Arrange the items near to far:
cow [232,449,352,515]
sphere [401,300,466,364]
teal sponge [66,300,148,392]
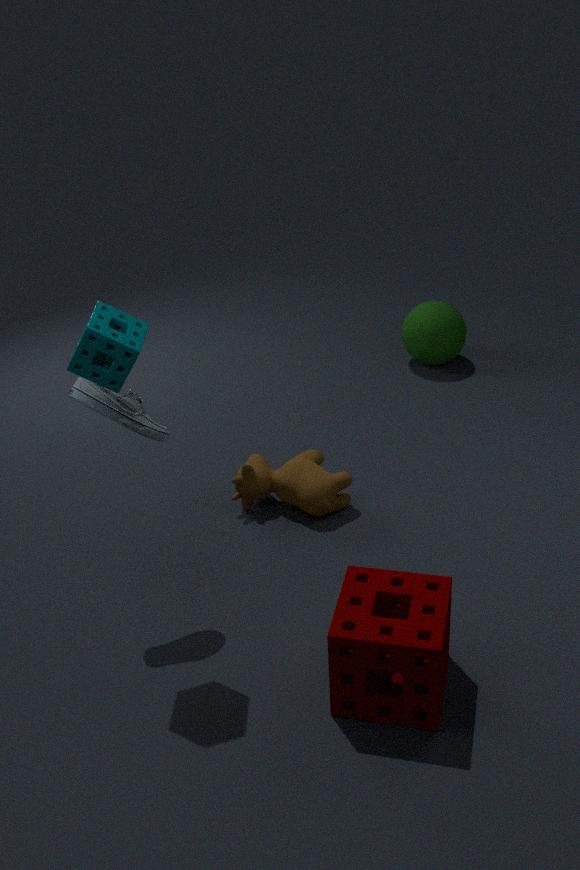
teal sponge [66,300,148,392], cow [232,449,352,515], sphere [401,300,466,364]
